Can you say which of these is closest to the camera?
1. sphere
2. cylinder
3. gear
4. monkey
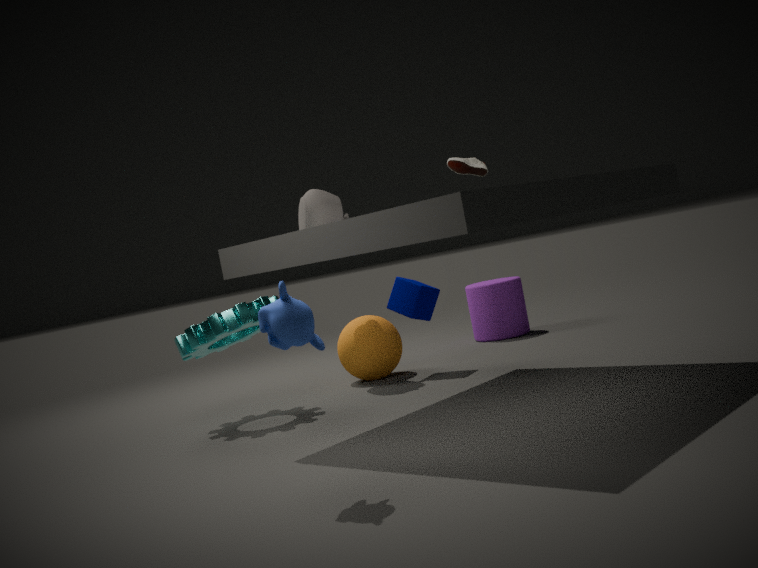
monkey
